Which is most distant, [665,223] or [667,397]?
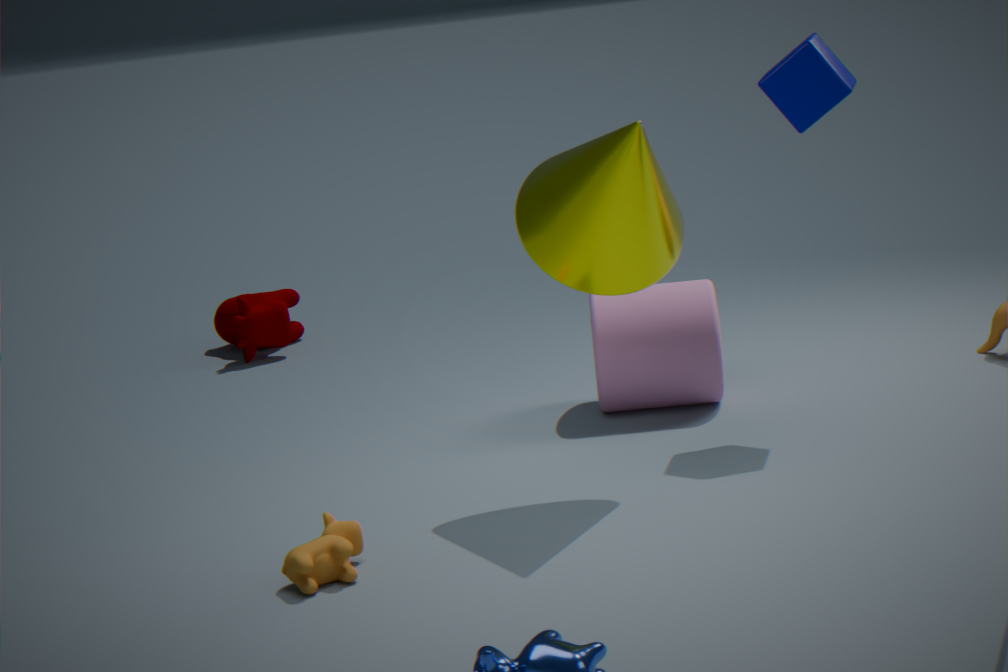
[667,397]
